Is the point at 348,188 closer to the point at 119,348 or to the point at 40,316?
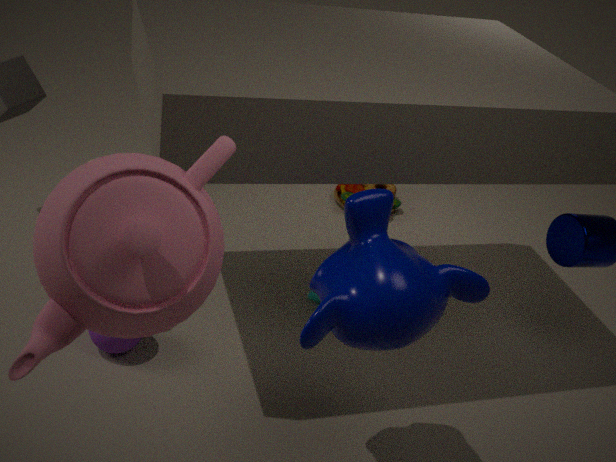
the point at 119,348
